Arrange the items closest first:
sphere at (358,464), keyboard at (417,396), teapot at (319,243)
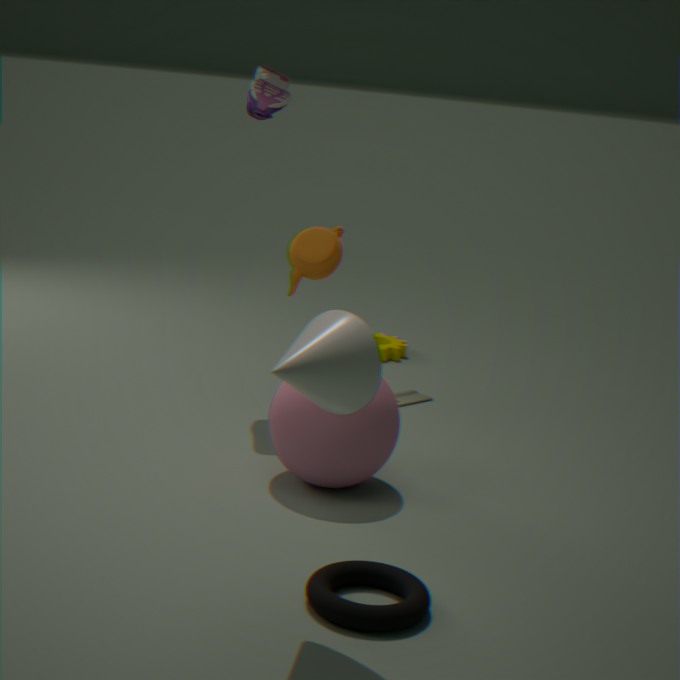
1. sphere at (358,464)
2. teapot at (319,243)
3. keyboard at (417,396)
